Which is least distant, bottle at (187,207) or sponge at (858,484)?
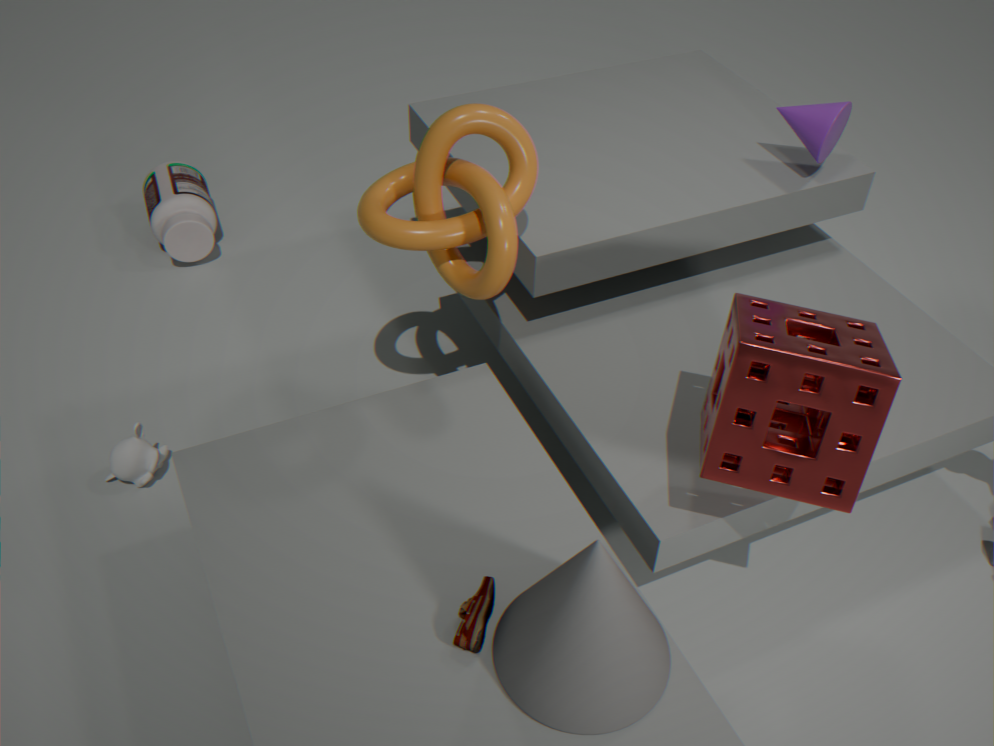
Answer: sponge at (858,484)
